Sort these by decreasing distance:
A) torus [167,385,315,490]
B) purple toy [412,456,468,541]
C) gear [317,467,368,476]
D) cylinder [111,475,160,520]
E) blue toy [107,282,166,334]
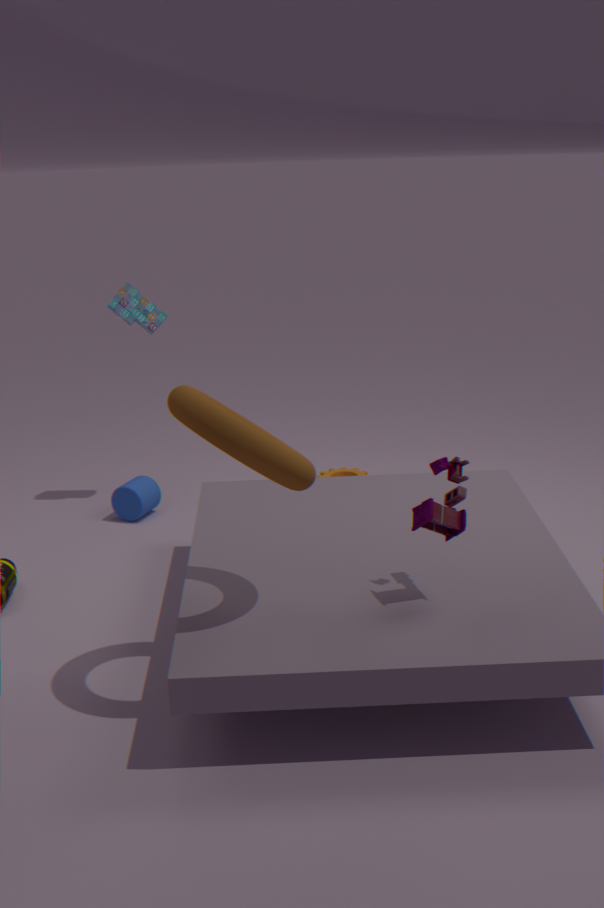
gear [317,467,368,476], blue toy [107,282,166,334], cylinder [111,475,160,520], purple toy [412,456,468,541], torus [167,385,315,490]
